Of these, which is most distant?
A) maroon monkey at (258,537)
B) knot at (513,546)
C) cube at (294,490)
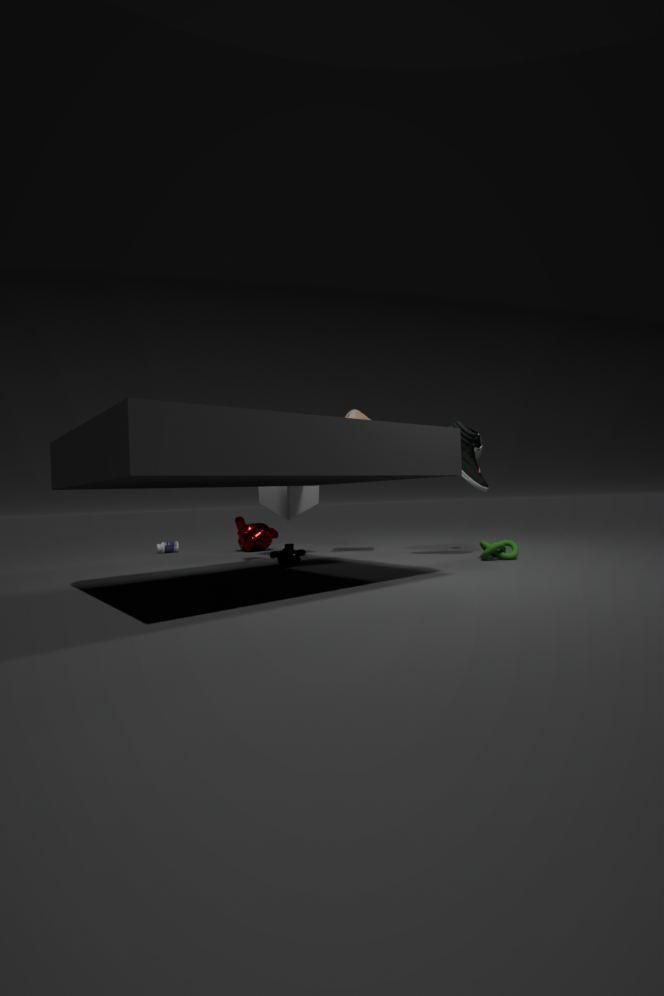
maroon monkey at (258,537)
